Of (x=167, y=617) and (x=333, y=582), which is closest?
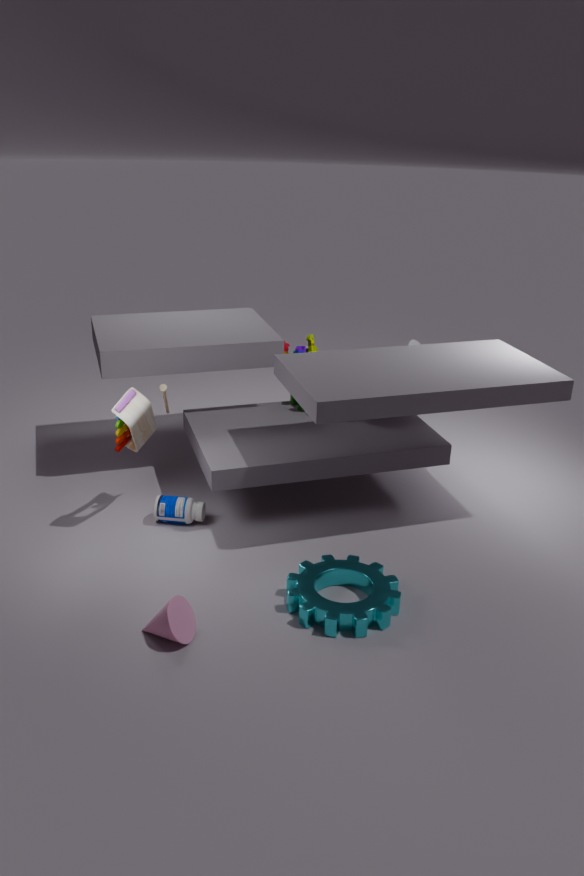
(x=167, y=617)
